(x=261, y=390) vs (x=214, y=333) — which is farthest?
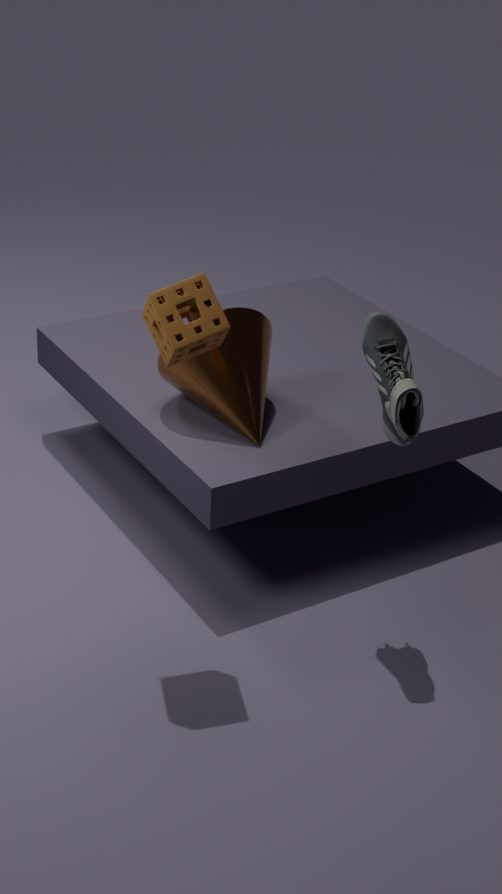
(x=261, y=390)
